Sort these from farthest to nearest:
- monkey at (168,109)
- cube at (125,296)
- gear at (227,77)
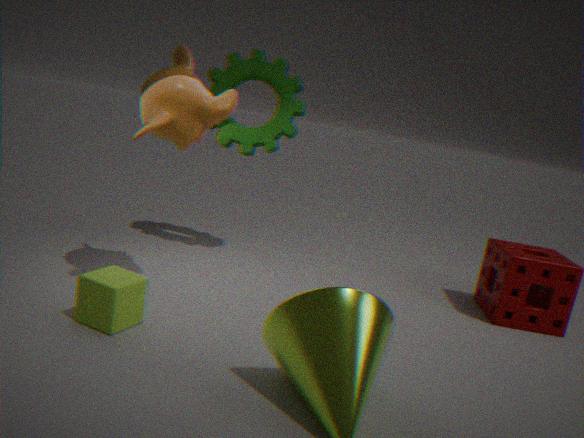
gear at (227,77) → monkey at (168,109) → cube at (125,296)
